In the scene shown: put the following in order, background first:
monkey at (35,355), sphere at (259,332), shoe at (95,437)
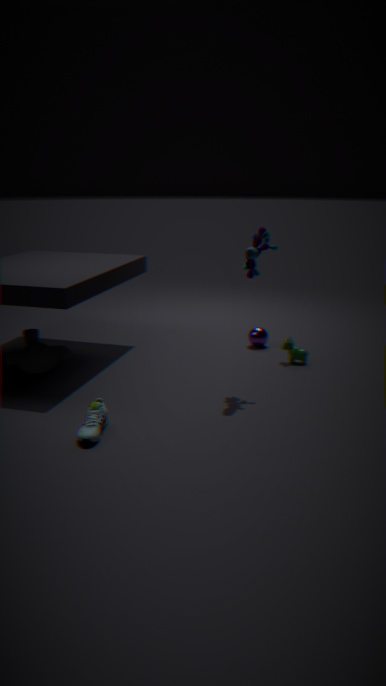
1. sphere at (259,332)
2. monkey at (35,355)
3. shoe at (95,437)
